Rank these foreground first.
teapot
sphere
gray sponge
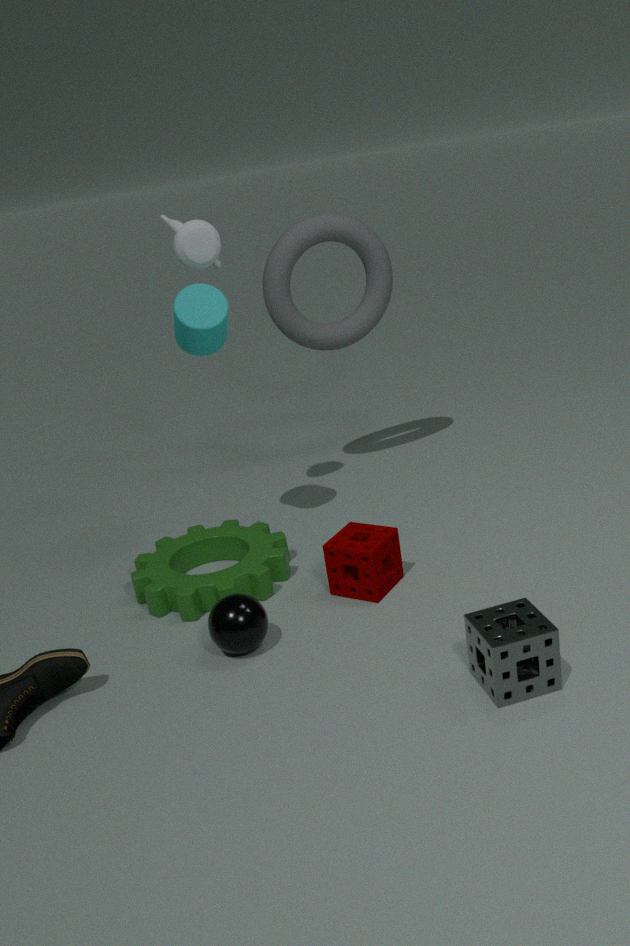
gray sponge
sphere
teapot
